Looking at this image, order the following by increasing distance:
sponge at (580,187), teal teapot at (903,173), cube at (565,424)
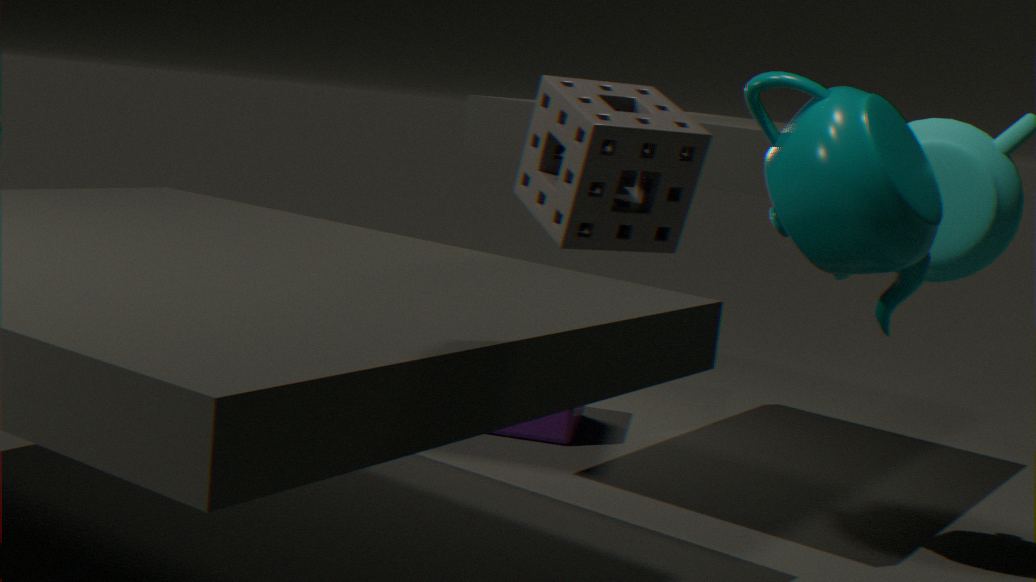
sponge at (580,187)
teal teapot at (903,173)
cube at (565,424)
